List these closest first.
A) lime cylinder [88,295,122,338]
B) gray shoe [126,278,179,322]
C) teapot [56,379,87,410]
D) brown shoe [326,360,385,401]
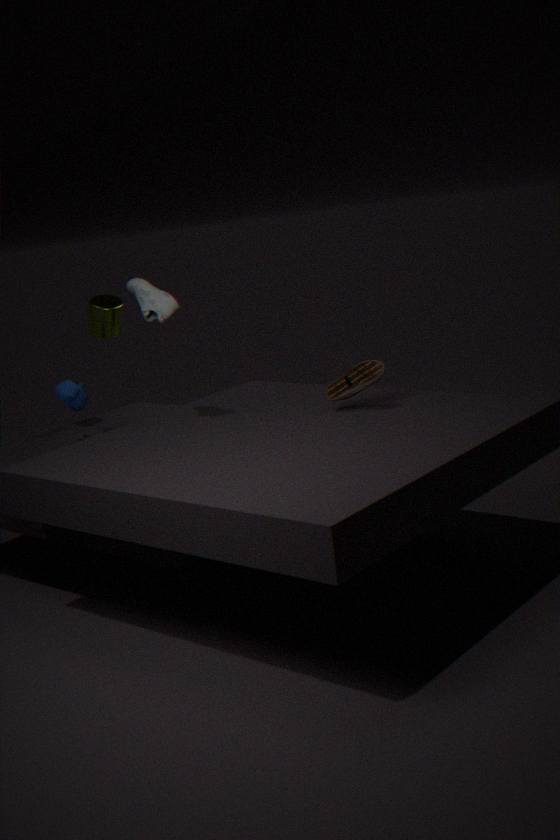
brown shoe [326,360,385,401] < gray shoe [126,278,179,322] < teapot [56,379,87,410] < lime cylinder [88,295,122,338]
